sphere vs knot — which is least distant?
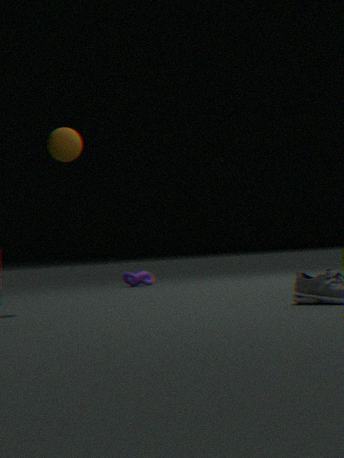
sphere
